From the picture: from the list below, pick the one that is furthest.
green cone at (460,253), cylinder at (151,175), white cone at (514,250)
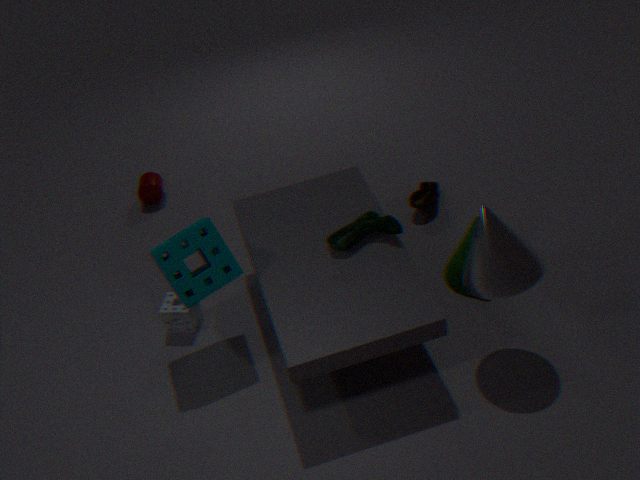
cylinder at (151,175)
